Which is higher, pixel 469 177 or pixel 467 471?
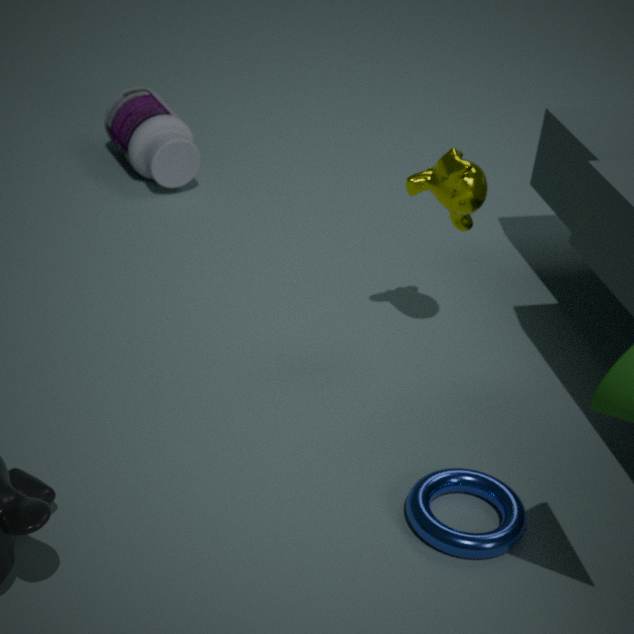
pixel 469 177
